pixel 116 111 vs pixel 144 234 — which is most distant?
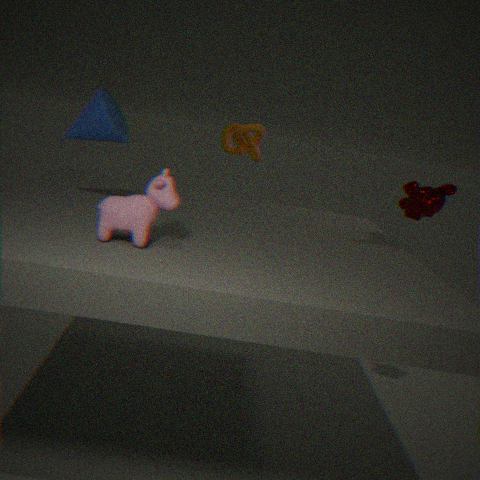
pixel 116 111
